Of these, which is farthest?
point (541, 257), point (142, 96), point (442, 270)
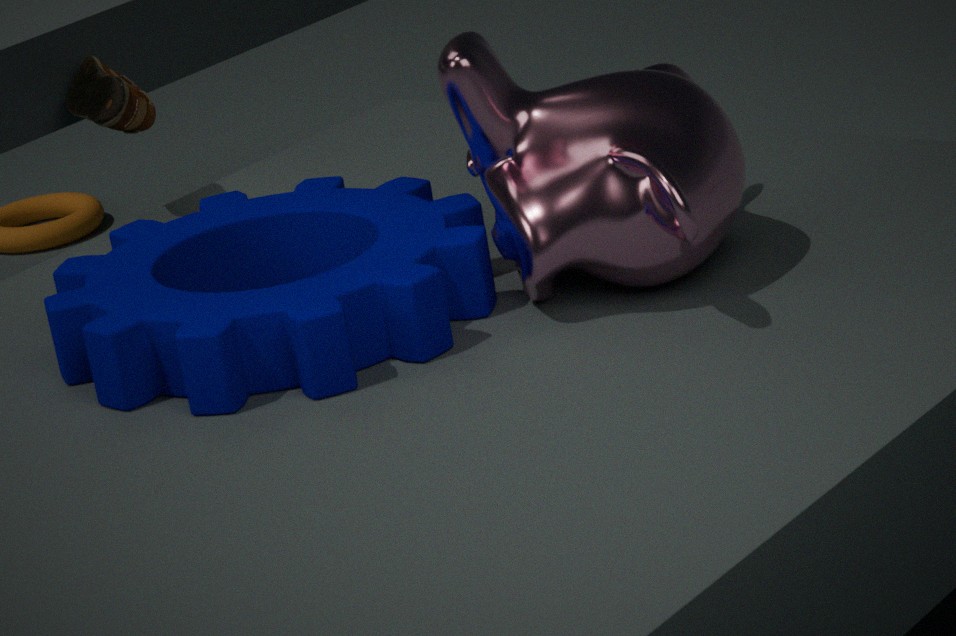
point (142, 96)
